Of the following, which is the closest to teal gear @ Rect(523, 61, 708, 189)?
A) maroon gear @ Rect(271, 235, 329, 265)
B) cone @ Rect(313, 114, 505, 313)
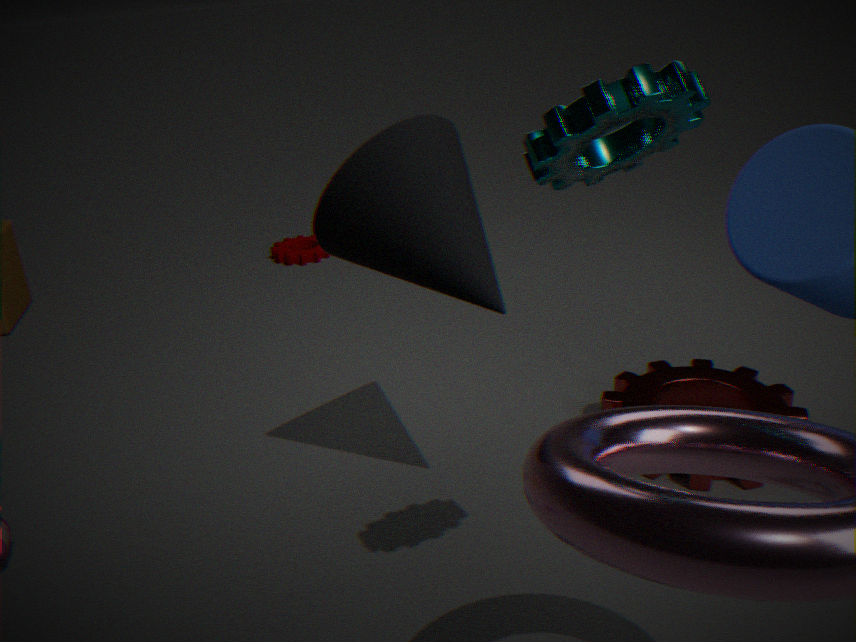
cone @ Rect(313, 114, 505, 313)
